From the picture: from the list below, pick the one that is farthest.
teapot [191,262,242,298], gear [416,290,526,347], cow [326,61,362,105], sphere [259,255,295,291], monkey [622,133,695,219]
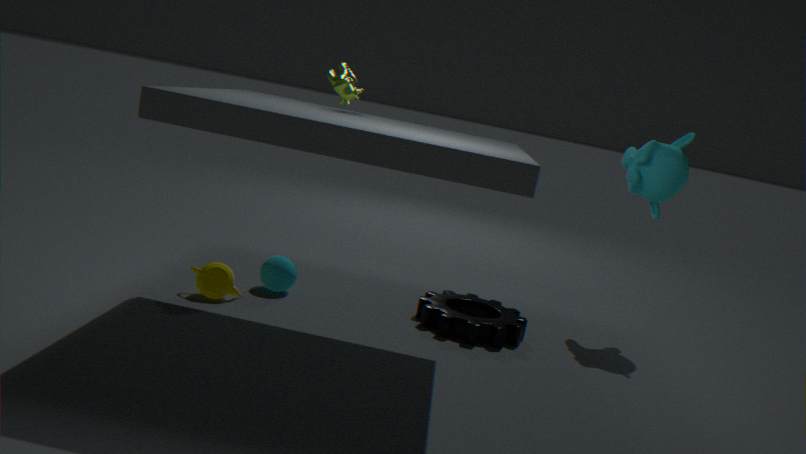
monkey [622,133,695,219]
